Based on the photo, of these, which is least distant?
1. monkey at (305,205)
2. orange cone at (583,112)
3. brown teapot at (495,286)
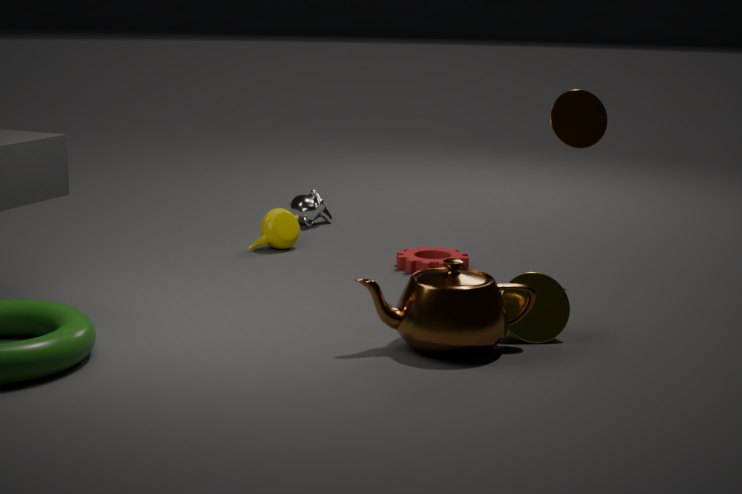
brown teapot at (495,286)
